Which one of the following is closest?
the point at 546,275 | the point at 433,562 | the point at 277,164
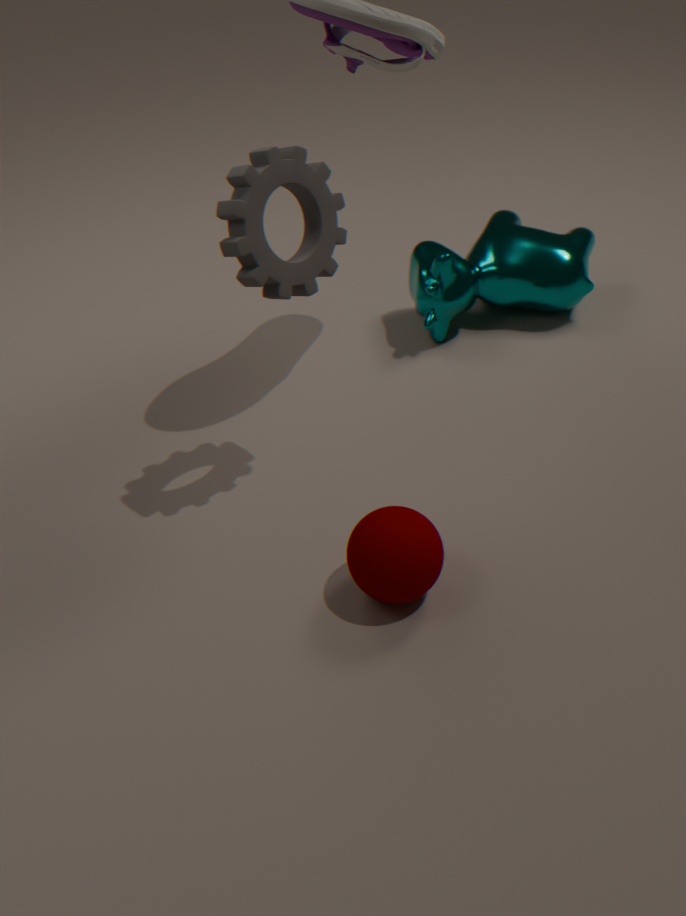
the point at 277,164
